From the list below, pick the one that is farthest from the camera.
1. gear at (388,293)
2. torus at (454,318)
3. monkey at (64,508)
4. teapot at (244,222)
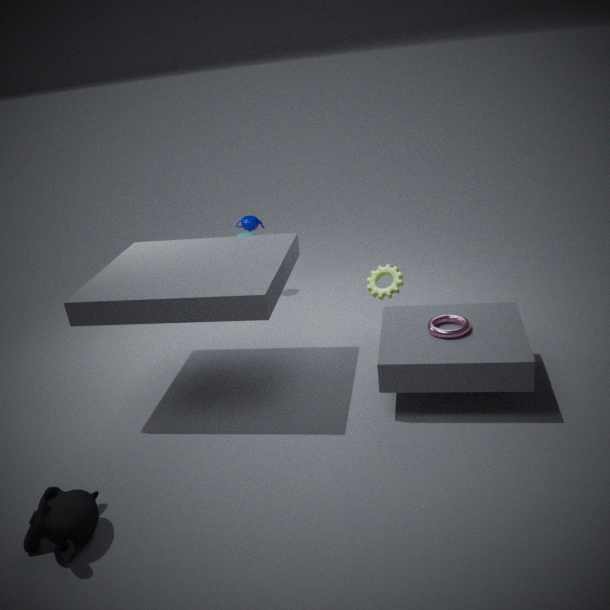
teapot at (244,222)
